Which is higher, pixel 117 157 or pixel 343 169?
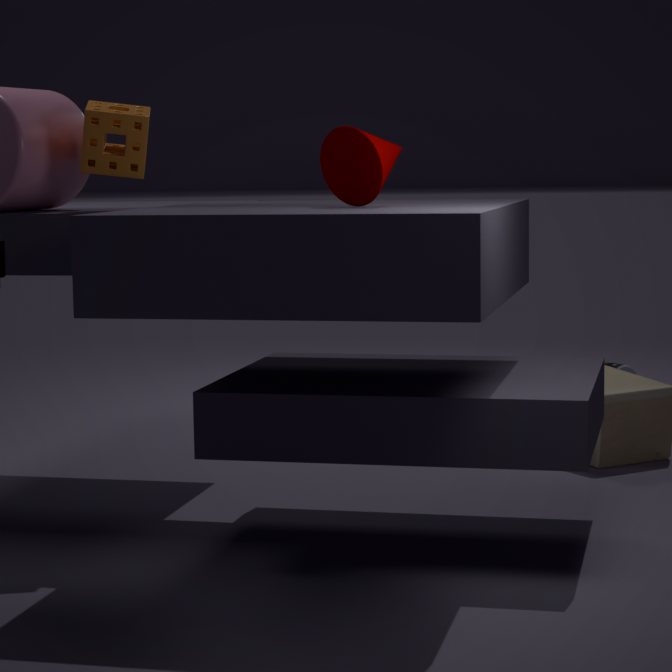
pixel 117 157
